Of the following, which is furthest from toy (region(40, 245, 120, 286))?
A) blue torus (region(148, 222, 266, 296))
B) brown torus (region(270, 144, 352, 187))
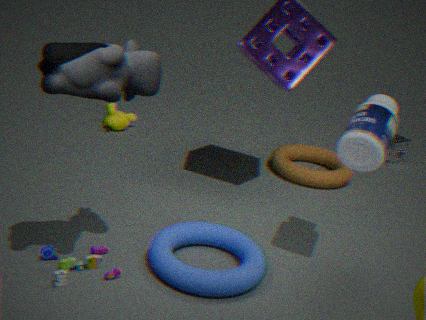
brown torus (region(270, 144, 352, 187))
